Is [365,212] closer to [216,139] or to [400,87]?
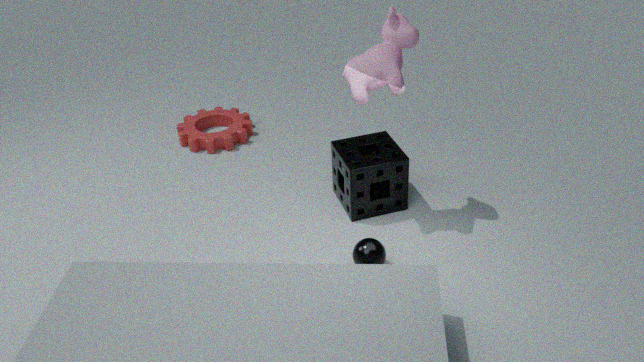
[400,87]
